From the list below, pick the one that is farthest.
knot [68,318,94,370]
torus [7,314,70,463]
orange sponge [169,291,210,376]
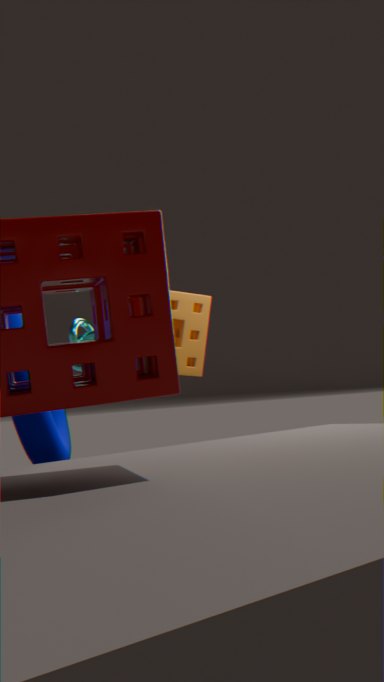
knot [68,318,94,370]
